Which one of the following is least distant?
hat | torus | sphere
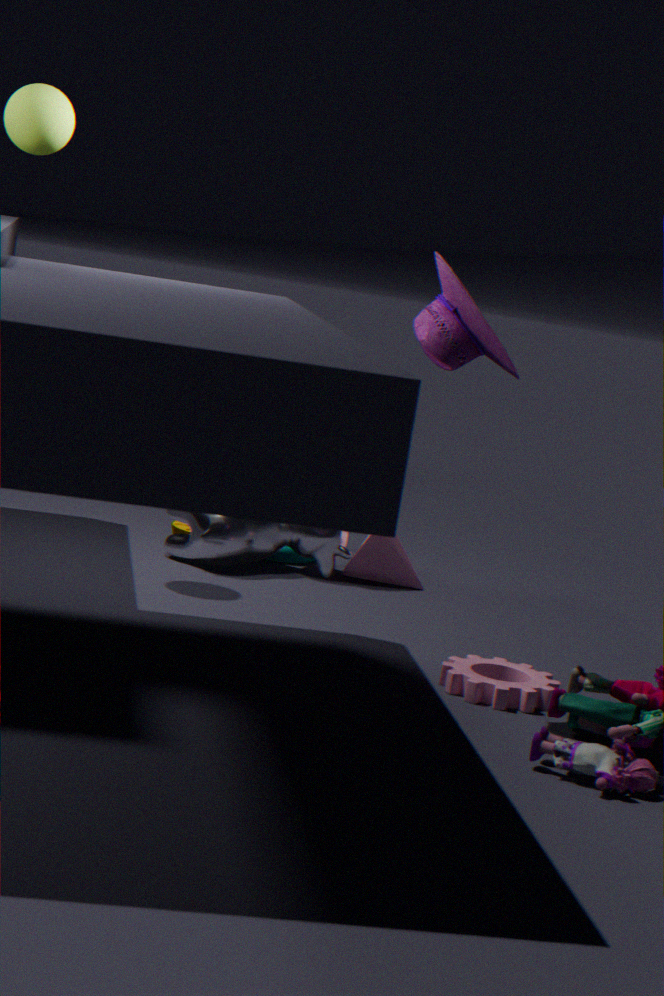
hat
